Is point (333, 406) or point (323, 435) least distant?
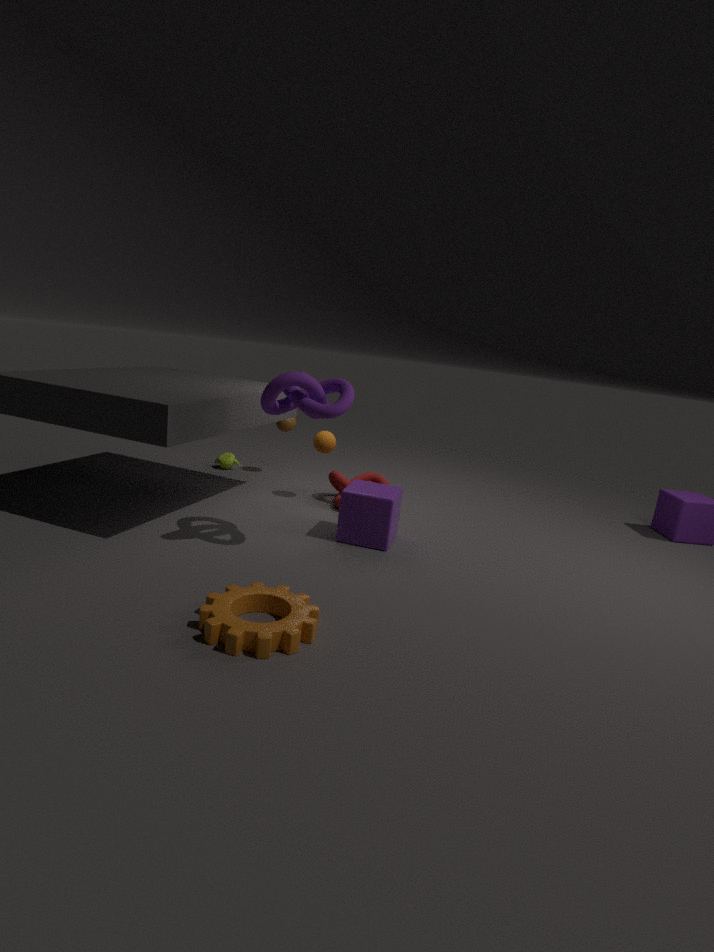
point (333, 406)
